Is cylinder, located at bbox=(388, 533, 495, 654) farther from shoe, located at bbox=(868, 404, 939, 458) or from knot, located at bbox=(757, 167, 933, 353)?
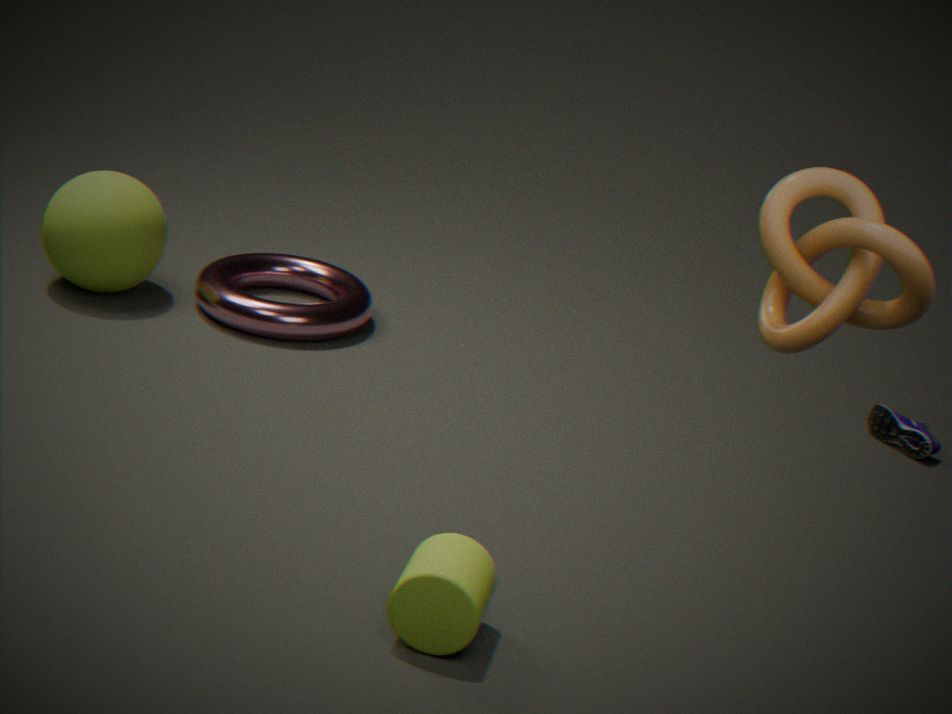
shoe, located at bbox=(868, 404, 939, 458)
